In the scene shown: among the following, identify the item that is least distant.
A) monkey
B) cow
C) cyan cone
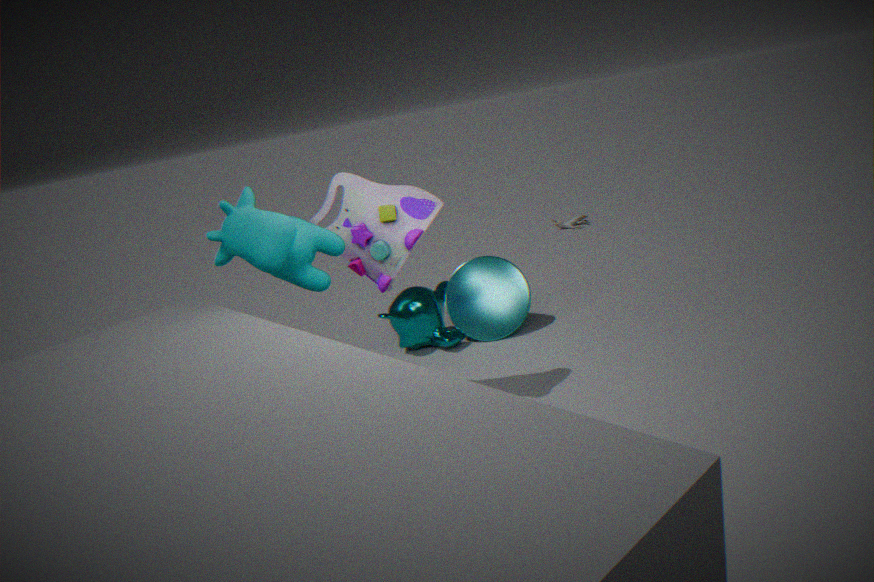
cow
